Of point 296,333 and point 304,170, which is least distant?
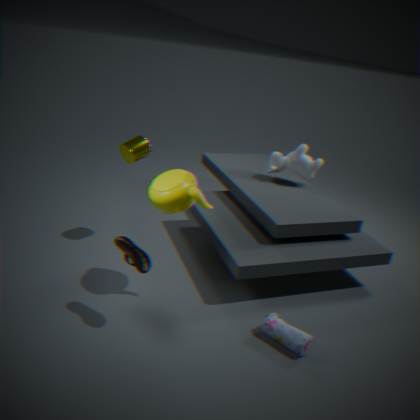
point 296,333
